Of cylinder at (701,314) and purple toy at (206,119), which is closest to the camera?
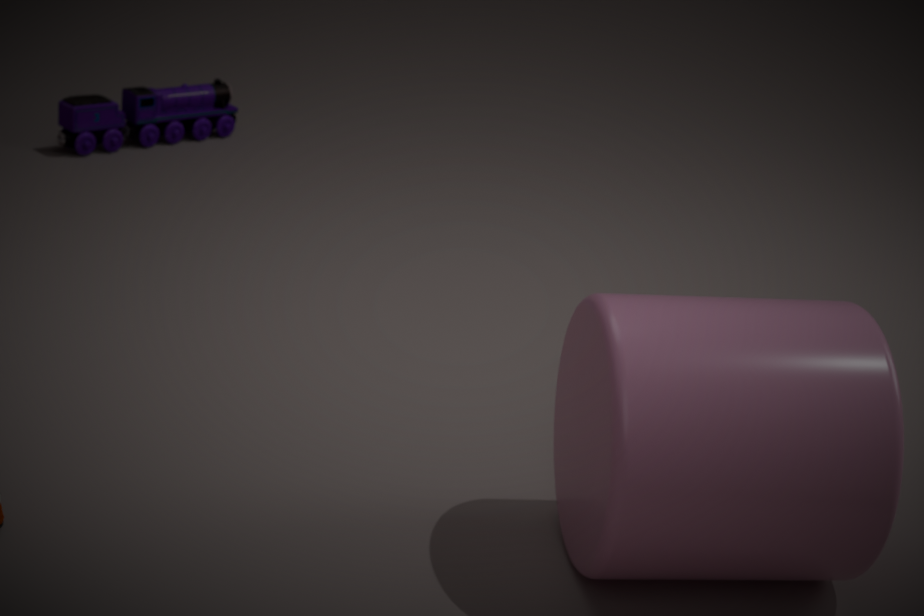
cylinder at (701,314)
